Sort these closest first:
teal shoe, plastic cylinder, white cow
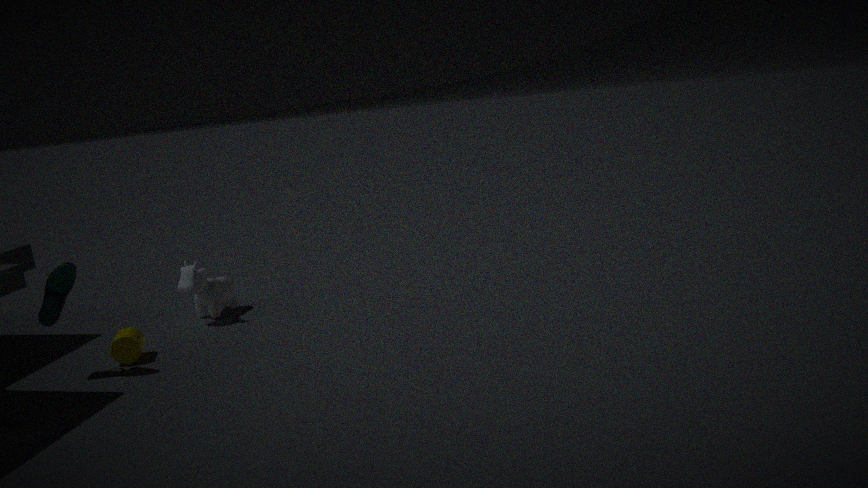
teal shoe < plastic cylinder < white cow
